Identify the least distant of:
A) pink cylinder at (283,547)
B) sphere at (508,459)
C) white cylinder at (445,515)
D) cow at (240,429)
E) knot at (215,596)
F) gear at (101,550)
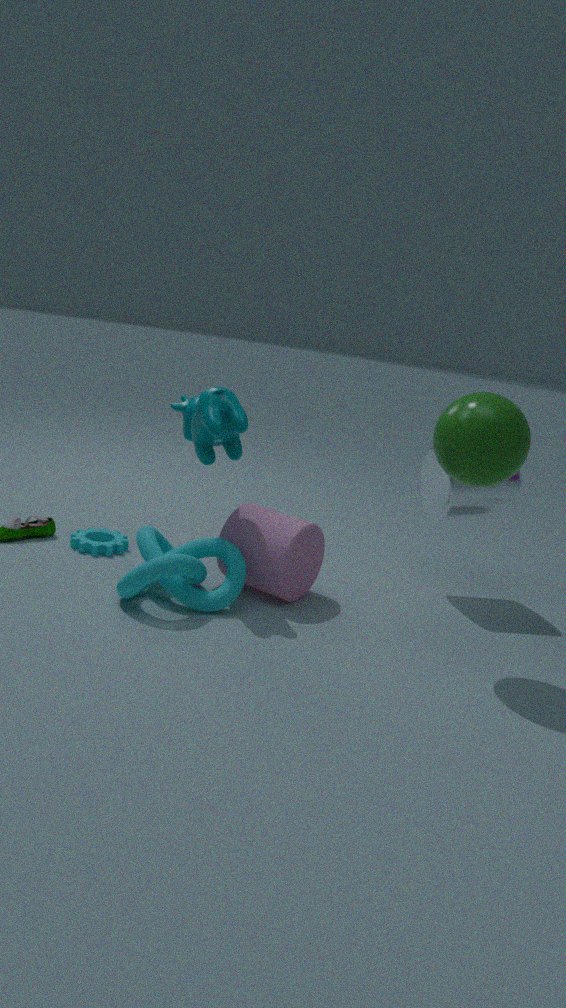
sphere at (508,459)
